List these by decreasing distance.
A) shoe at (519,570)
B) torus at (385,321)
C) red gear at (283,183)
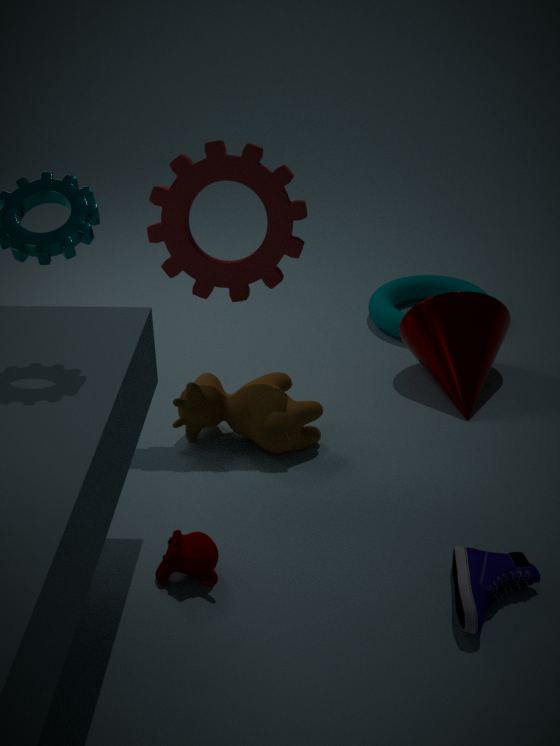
torus at (385,321) < red gear at (283,183) < shoe at (519,570)
